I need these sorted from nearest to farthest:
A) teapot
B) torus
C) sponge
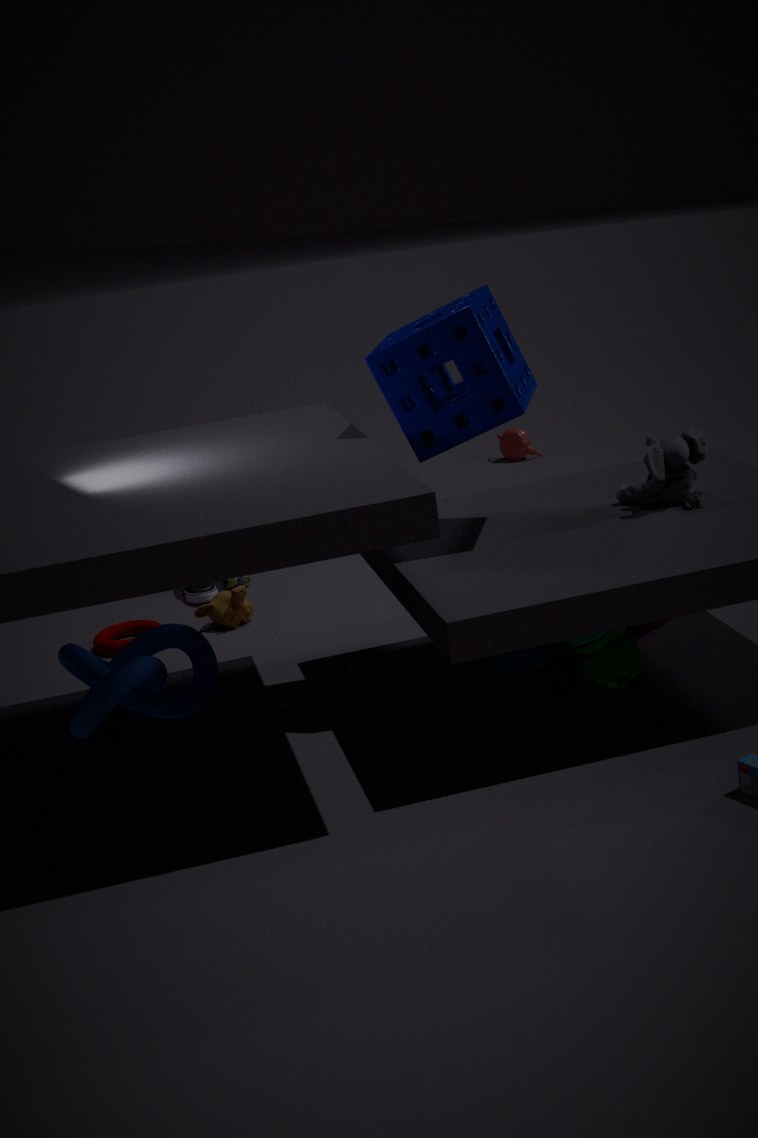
sponge → torus → teapot
